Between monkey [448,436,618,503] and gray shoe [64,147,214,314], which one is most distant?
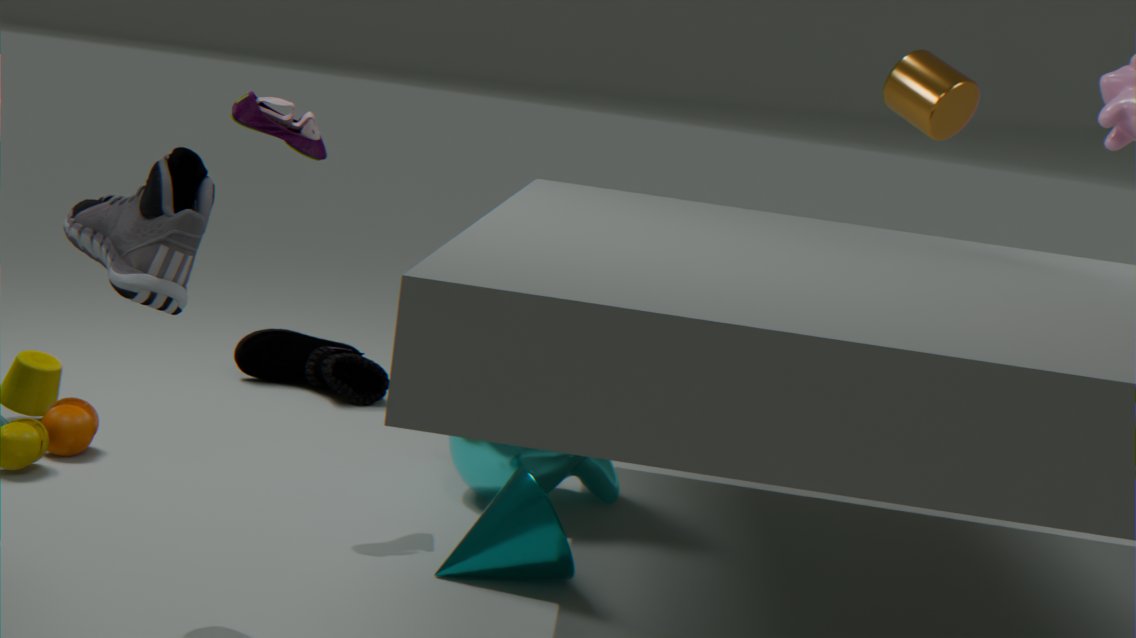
monkey [448,436,618,503]
